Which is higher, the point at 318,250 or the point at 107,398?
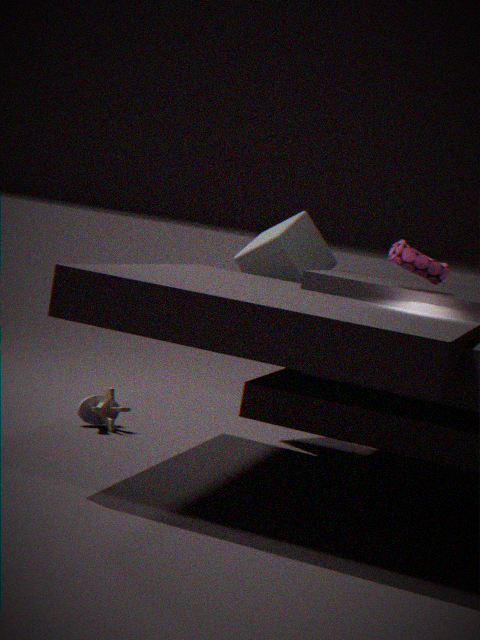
the point at 318,250
